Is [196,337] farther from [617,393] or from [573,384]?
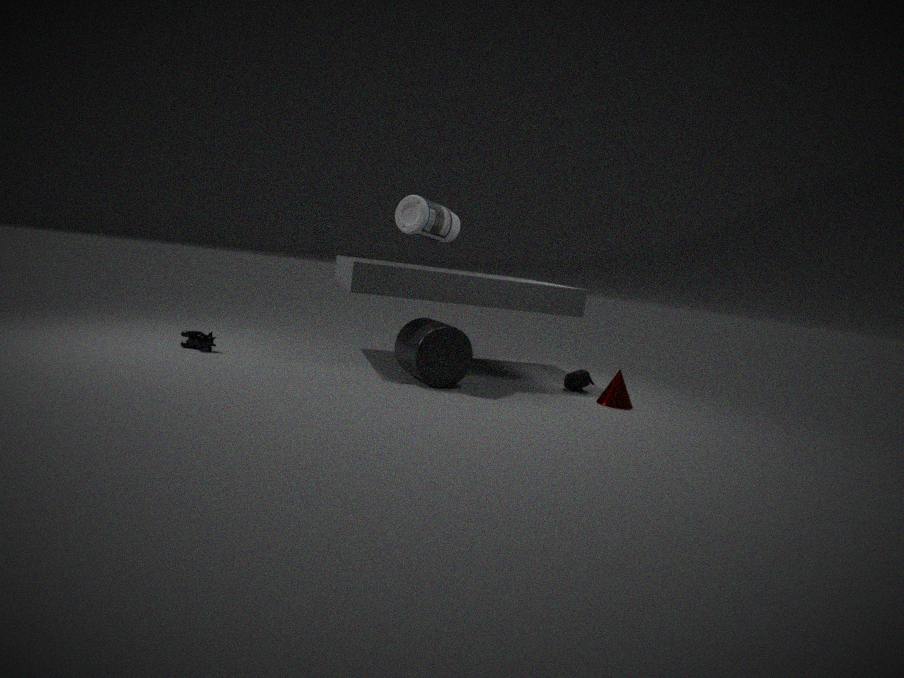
[617,393]
